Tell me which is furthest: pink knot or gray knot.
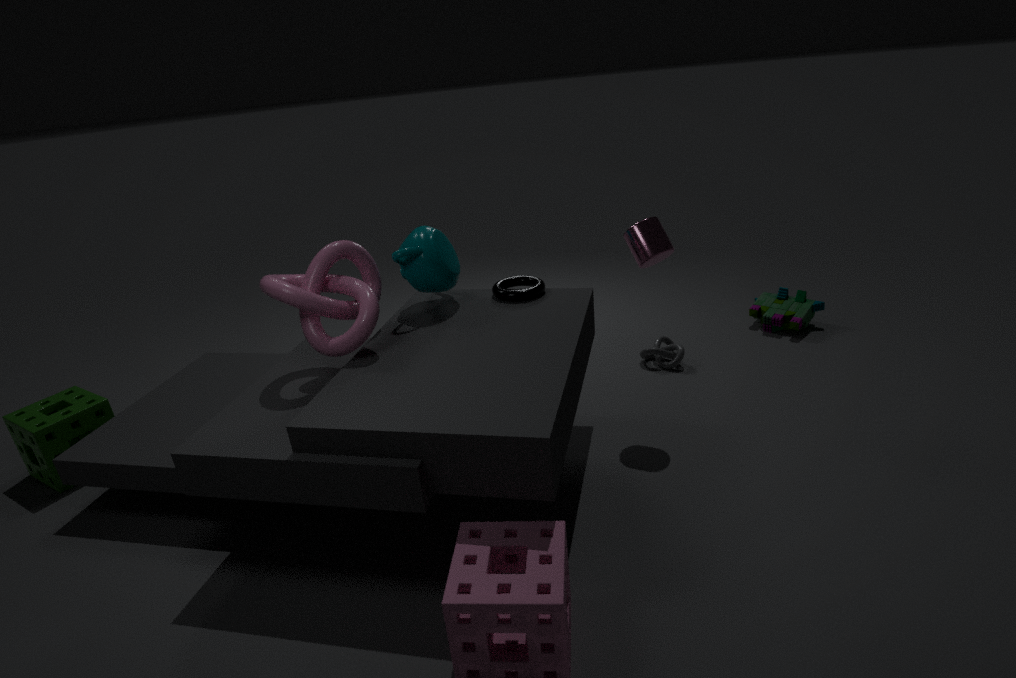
gray knot
